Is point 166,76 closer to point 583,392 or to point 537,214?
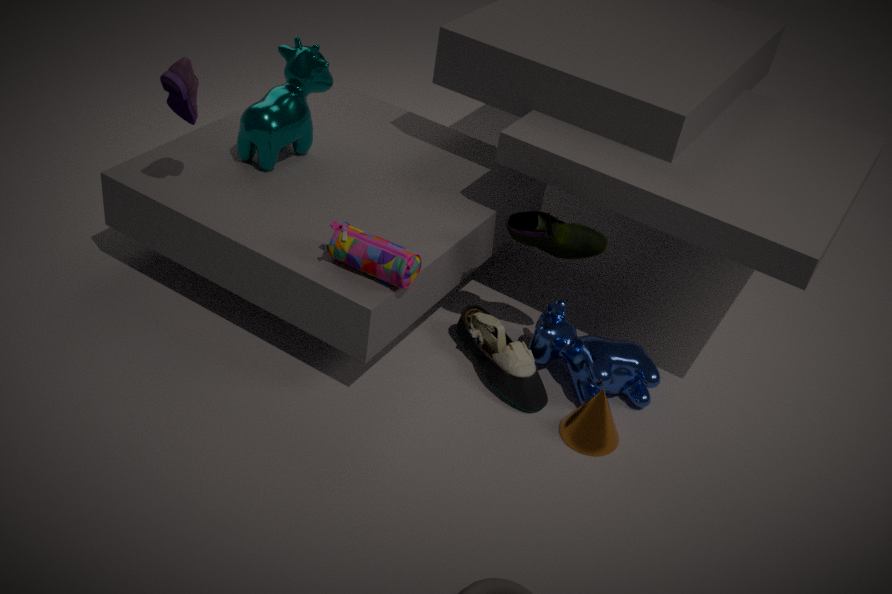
point 537,214
